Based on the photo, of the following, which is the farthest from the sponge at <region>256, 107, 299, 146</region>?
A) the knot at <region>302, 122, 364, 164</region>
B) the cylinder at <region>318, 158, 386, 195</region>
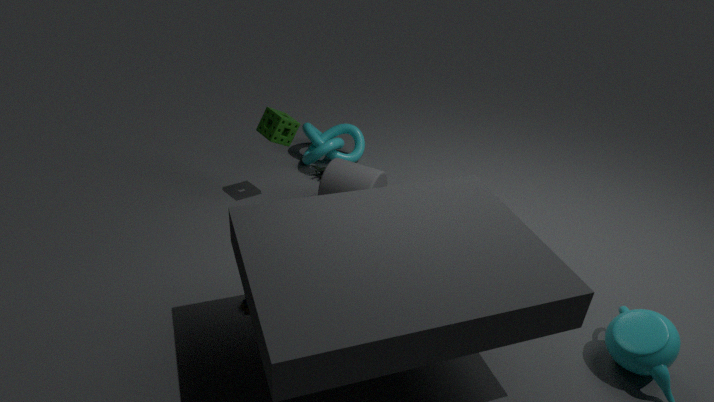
the knot at <region>302, 122, 364, 164</region>
